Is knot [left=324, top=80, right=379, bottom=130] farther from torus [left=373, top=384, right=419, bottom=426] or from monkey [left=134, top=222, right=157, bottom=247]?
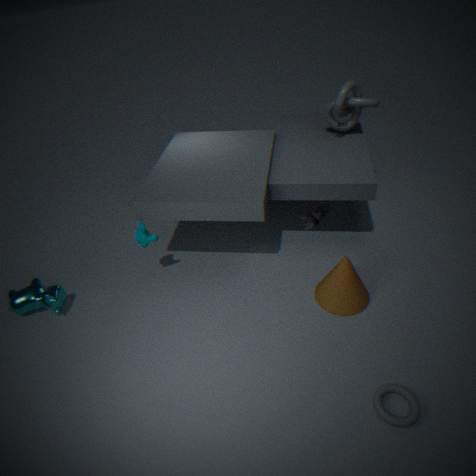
torus [left=373, top=384, right=419, bottom=426]
